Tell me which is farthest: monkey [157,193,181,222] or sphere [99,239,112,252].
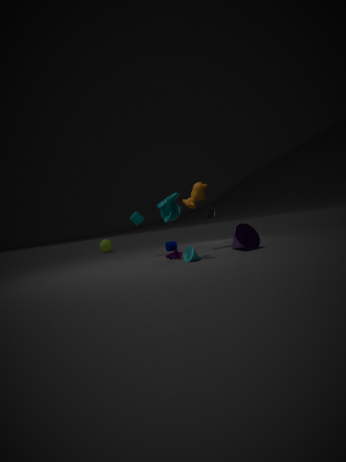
sphere [99,239,112,252]
